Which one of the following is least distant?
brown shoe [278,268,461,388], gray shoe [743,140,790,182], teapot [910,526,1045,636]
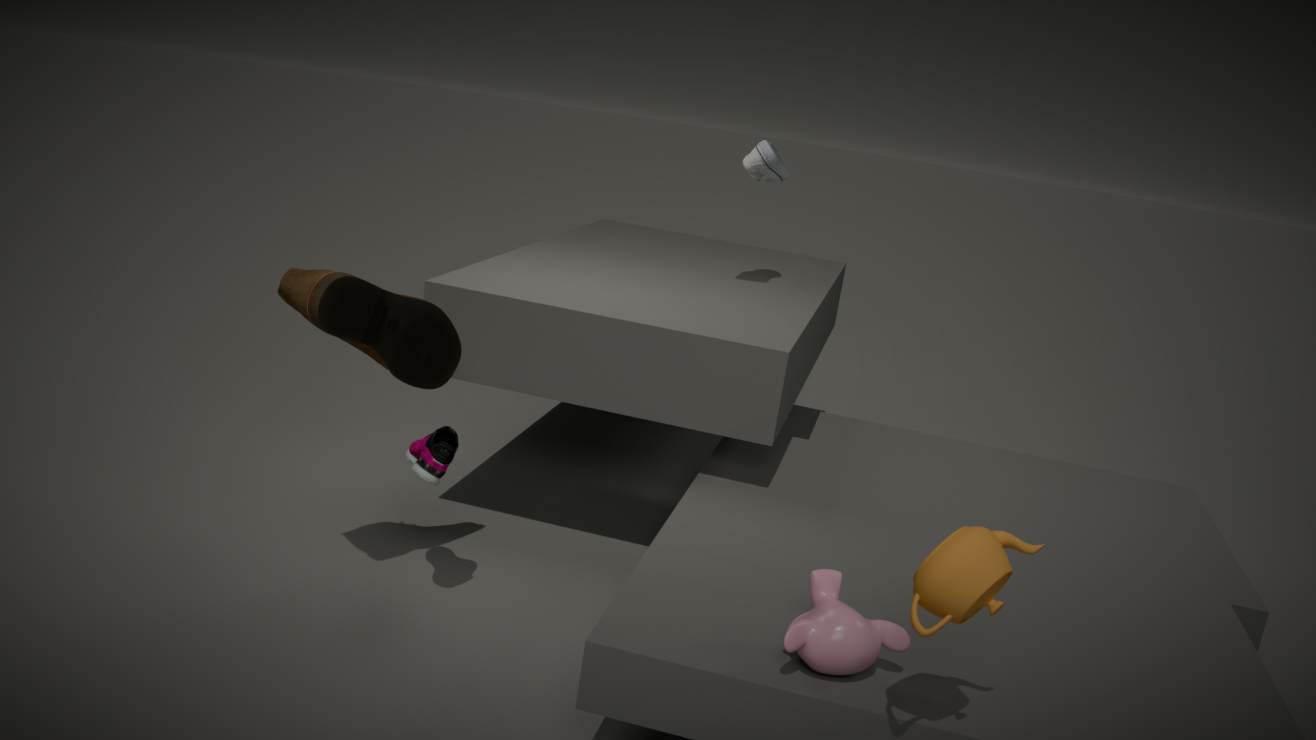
teapot [910,526,1045,636]
